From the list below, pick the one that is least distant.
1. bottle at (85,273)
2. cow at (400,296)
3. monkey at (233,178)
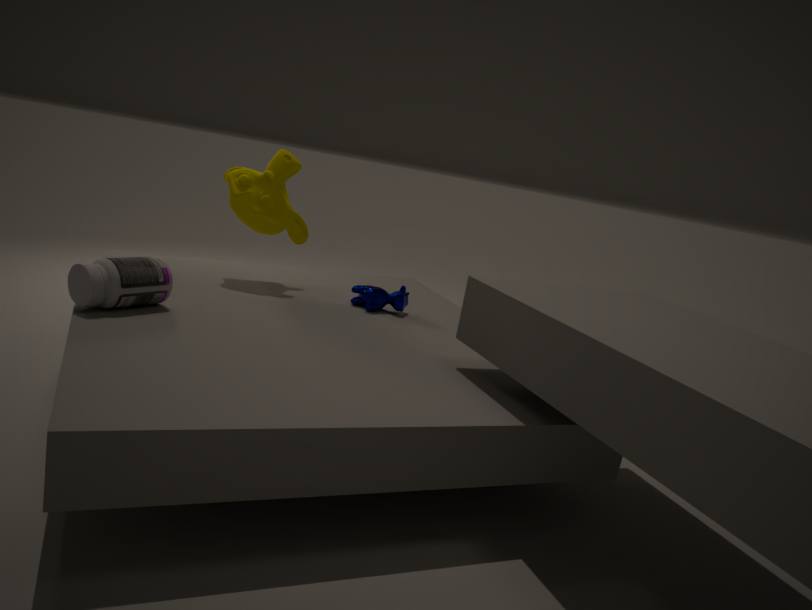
bottle at (85,273)
